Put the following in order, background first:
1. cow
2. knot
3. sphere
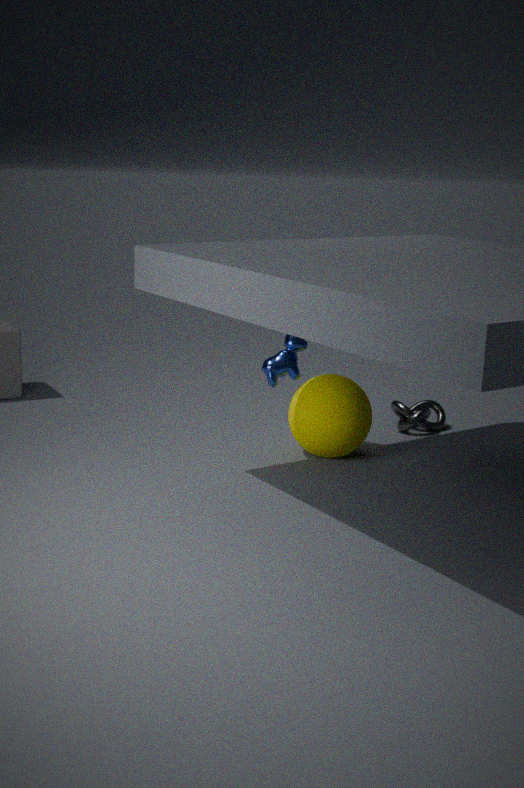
knot, cow, sphere
